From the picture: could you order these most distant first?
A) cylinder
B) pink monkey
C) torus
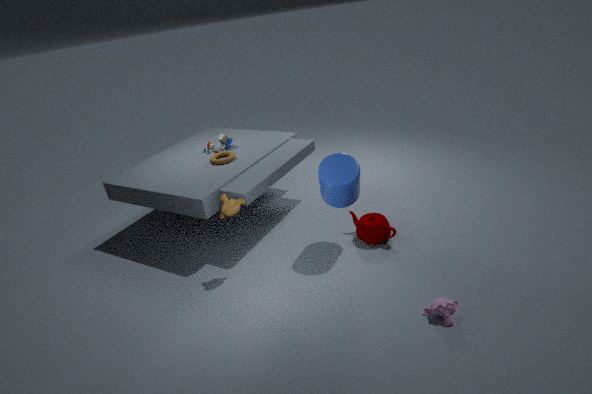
torus → cylinder → pink monkey
